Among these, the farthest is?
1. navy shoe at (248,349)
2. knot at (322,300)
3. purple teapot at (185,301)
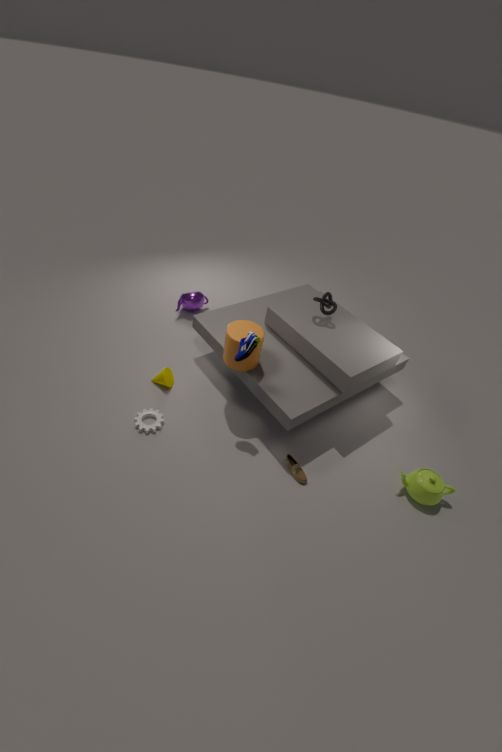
purple teapot at (185,301)
